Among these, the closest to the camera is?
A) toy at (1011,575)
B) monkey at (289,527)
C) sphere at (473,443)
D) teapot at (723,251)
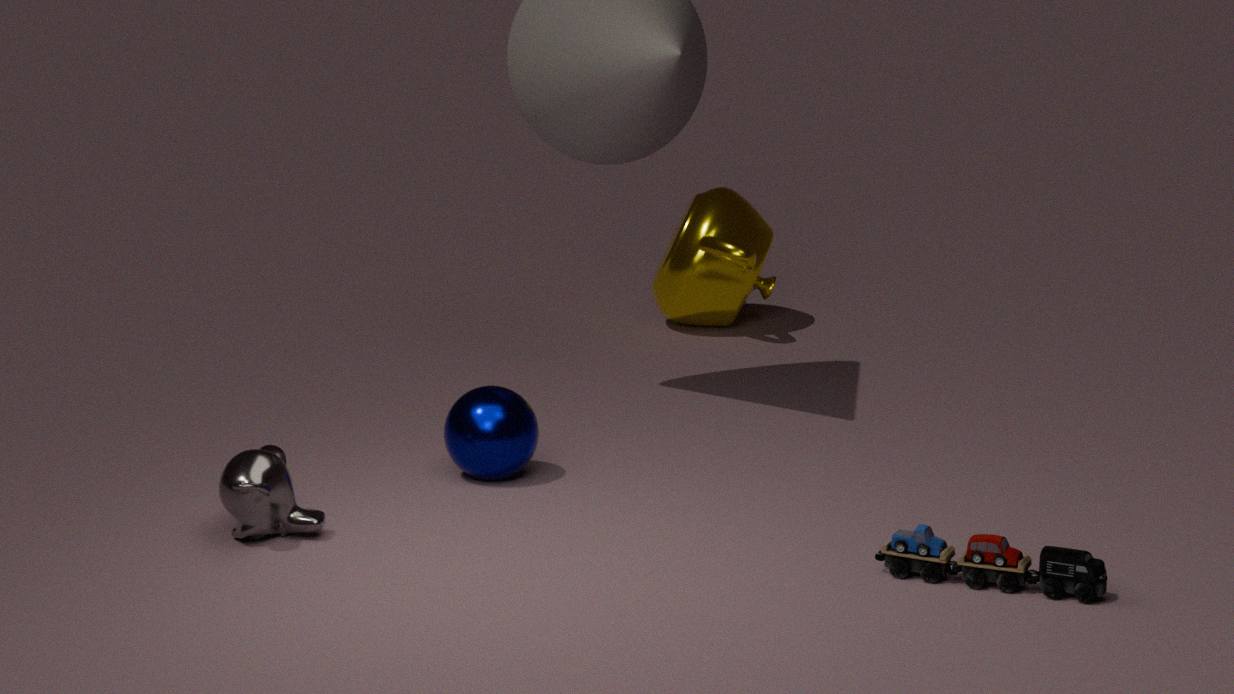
toy at (1011,575)
